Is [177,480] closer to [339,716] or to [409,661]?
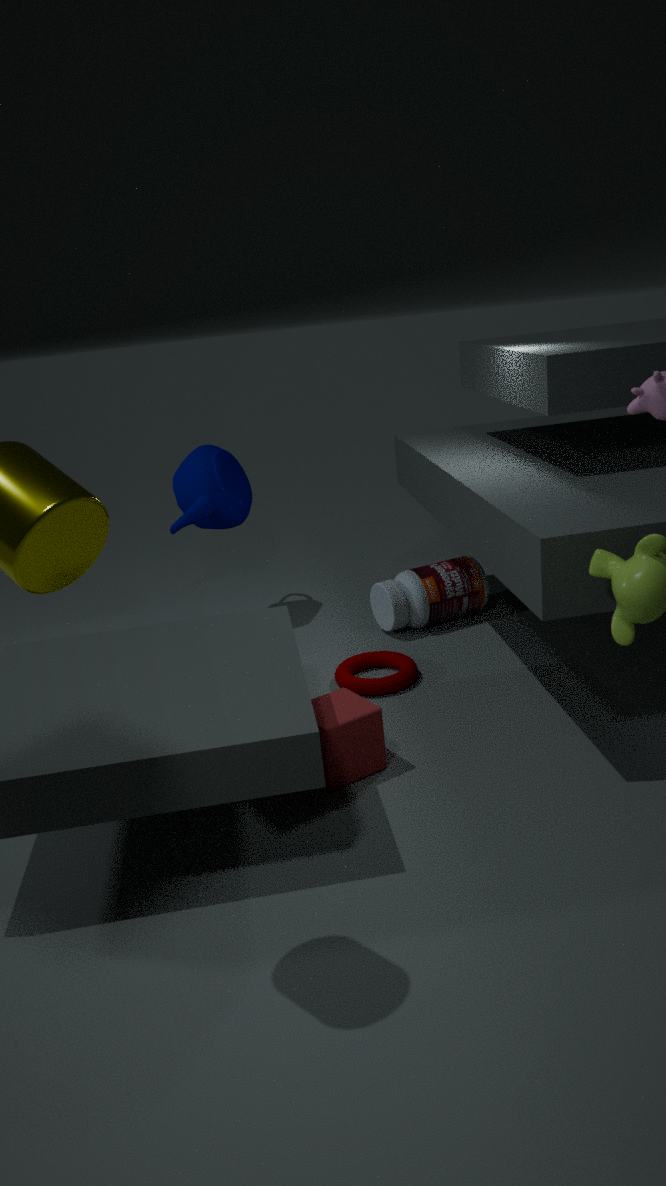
[409,661]
